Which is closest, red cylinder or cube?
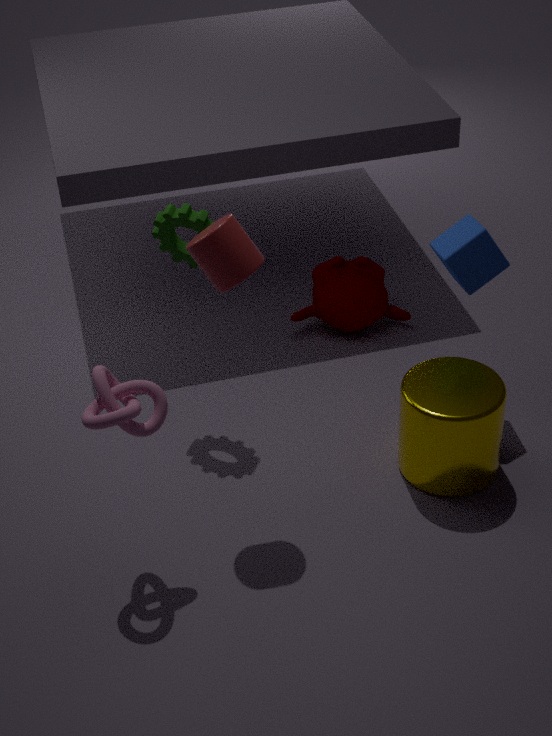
red cylinder
